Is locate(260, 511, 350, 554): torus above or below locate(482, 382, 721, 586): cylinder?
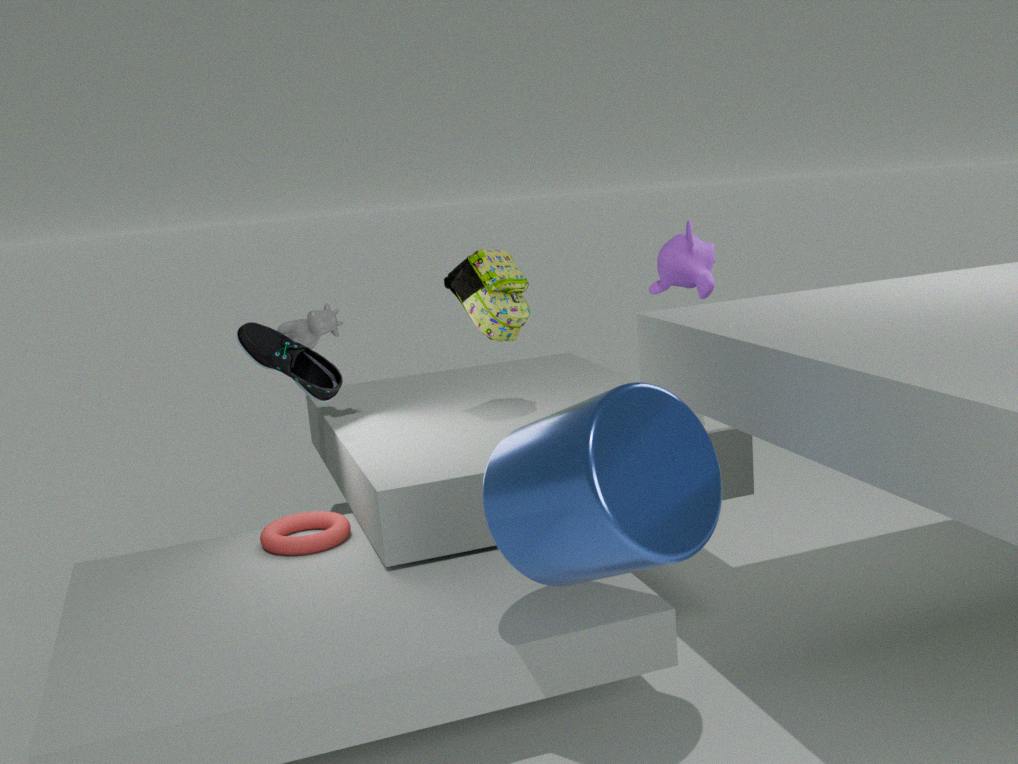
below
